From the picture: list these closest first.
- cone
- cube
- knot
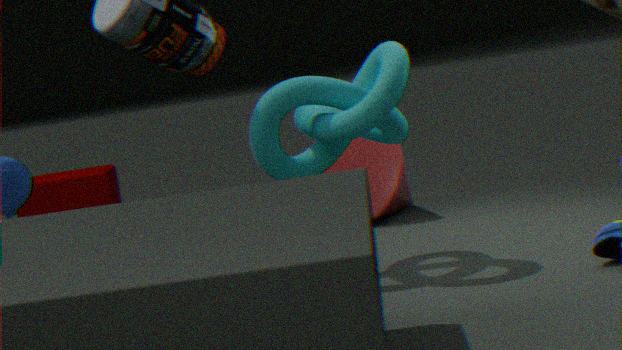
knot < cone < cube
